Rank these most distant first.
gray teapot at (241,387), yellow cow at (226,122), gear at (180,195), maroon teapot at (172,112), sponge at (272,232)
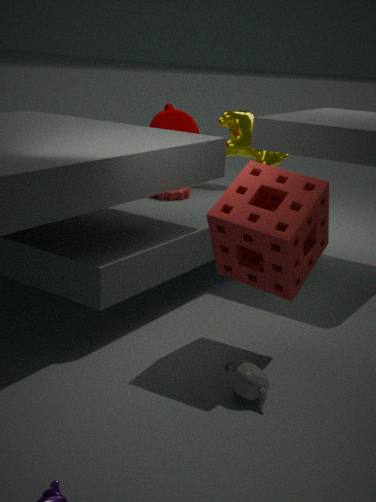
1. yellow cow at (226,122)
2. maroon teapot at (172,112)
3. gear at (180,195)
4. sponge at (272,232)
5. gray teapot at (241,387)
